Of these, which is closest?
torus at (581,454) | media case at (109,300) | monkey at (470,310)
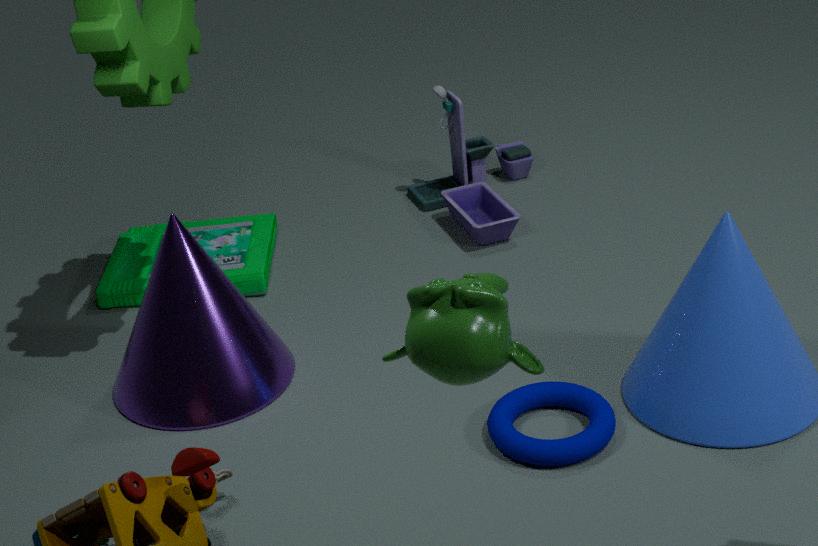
monkey at (470,310)
